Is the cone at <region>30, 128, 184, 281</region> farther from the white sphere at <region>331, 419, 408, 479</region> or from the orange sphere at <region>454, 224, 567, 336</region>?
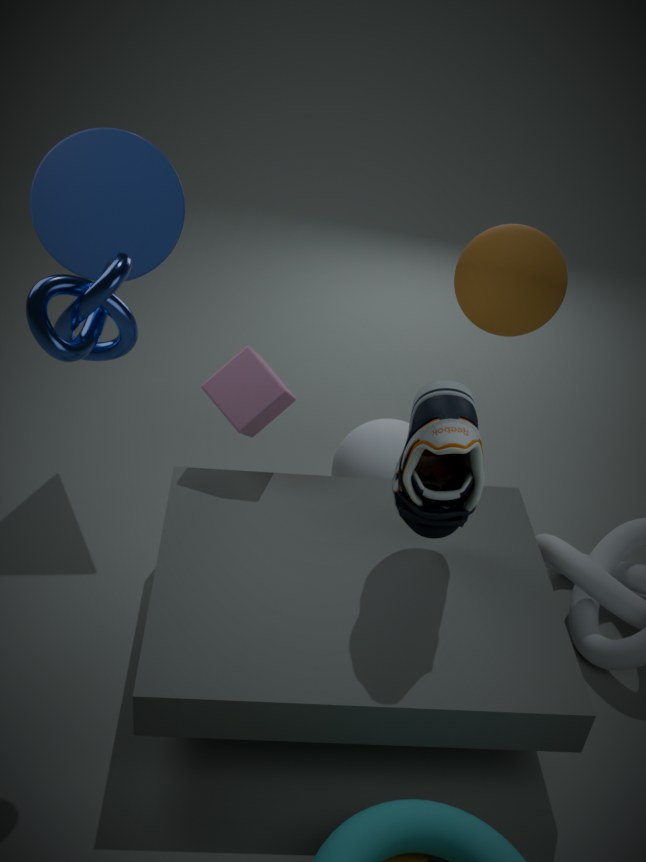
the orange sphere at <region>454, 224, 567, 336</region>
